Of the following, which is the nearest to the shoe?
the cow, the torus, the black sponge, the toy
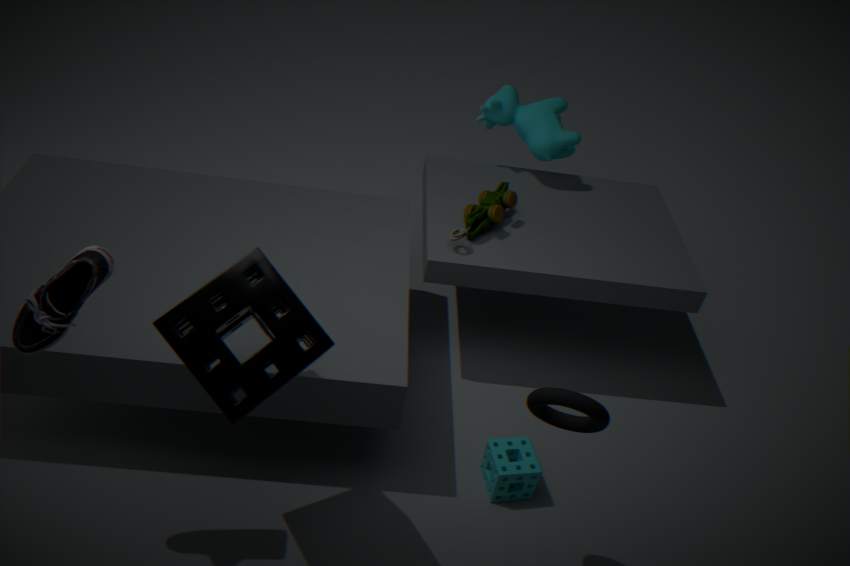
the black sponge
